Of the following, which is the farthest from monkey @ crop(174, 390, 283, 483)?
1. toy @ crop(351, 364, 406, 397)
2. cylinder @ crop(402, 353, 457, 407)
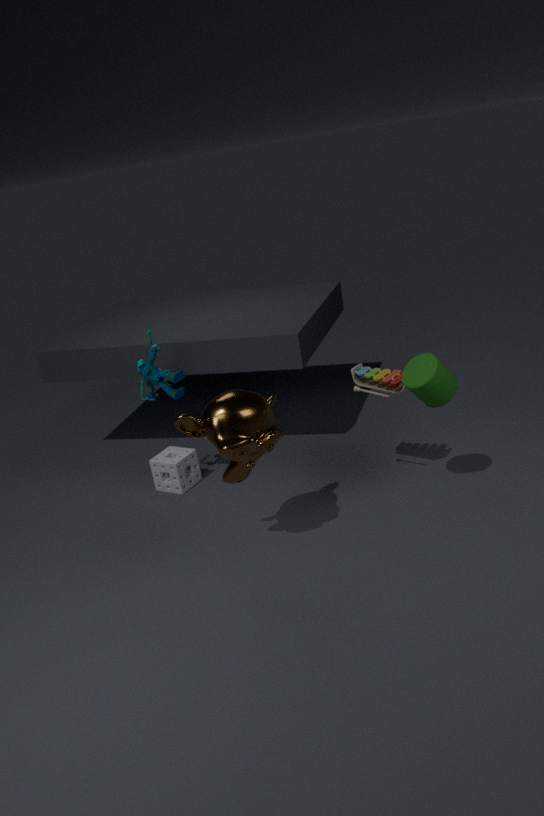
cylinder @ crop(402, 353, 457, 407)
